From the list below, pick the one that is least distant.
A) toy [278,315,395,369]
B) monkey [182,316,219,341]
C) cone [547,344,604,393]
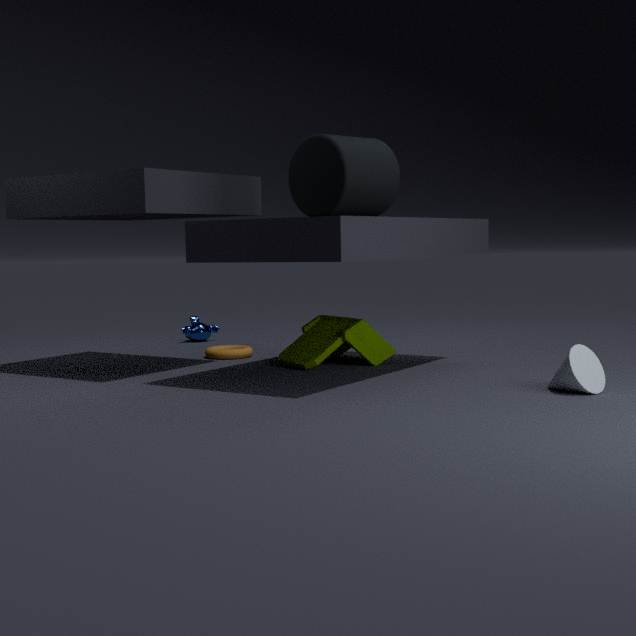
cone [547,344,604,393]
